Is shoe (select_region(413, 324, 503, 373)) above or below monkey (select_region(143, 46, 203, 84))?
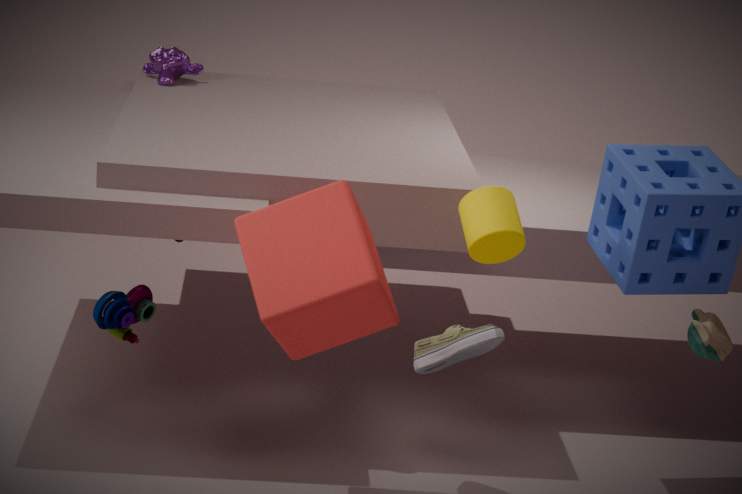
below
